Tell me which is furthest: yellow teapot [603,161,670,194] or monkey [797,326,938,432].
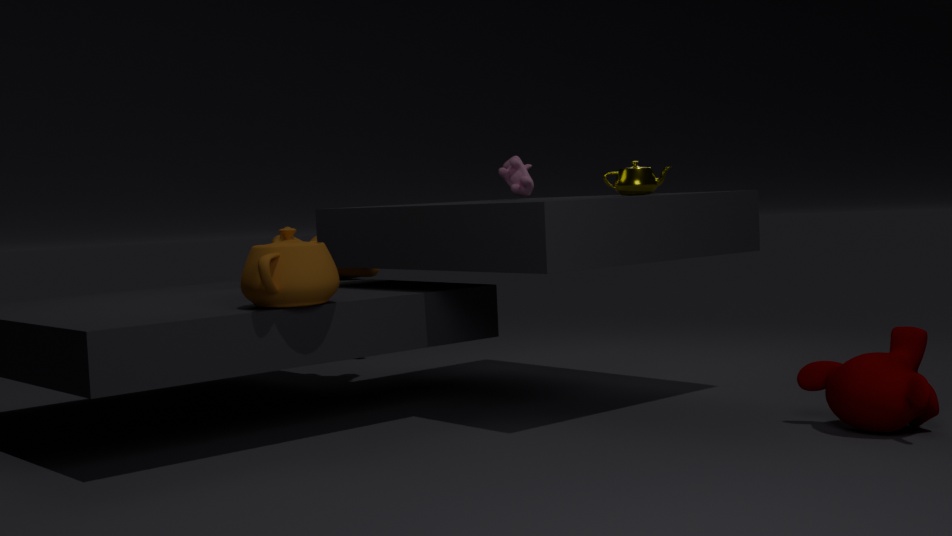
yellow teapot [603,161,670,194]
